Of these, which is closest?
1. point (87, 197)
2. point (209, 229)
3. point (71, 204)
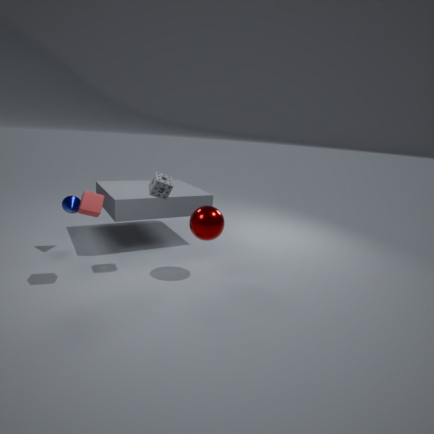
point (87, 197)
